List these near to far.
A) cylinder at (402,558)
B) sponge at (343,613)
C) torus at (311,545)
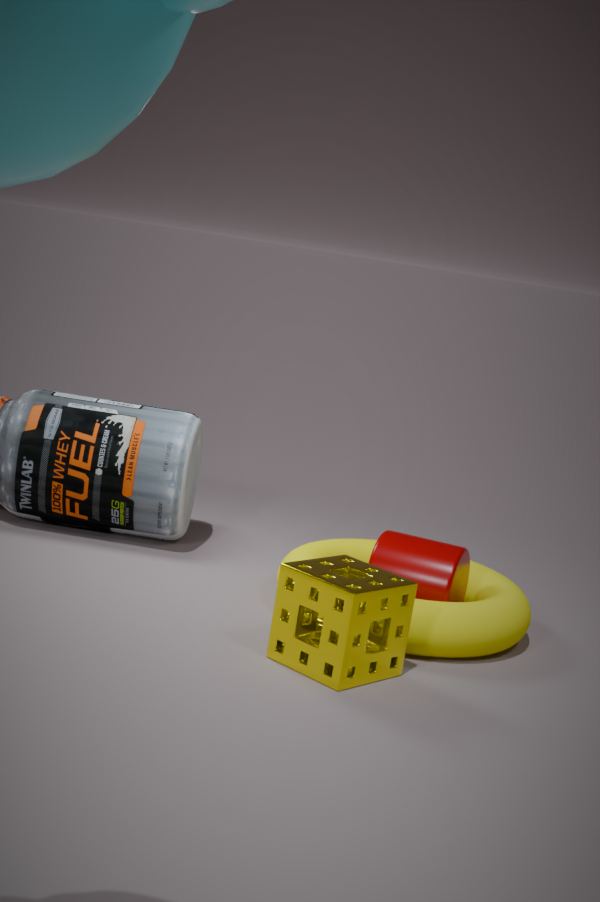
sponge at (343,613), torus at (311,545), cylinder at (402,558)
